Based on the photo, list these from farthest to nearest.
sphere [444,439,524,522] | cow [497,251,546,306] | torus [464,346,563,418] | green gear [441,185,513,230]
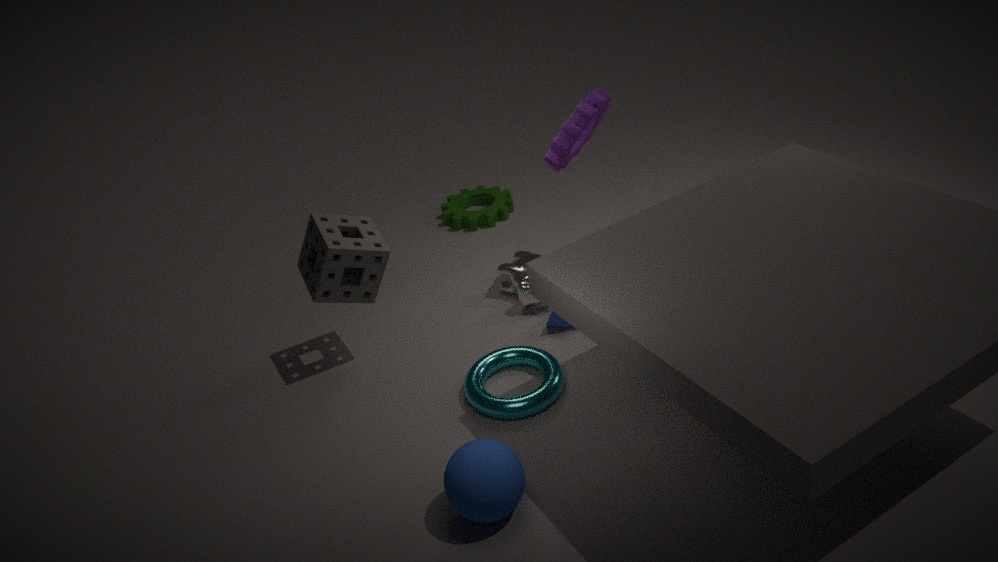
1. green gear [441,185,513,230]
2. cow [497,251,546,306]
3. torus [464,346,563,418]
4. sphere [444,439,524,522]
